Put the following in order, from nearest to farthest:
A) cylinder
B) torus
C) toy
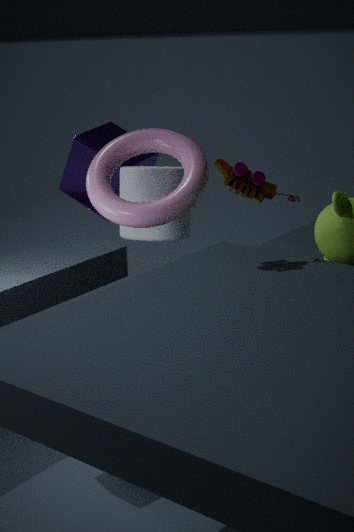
toy < torus < cylinder
